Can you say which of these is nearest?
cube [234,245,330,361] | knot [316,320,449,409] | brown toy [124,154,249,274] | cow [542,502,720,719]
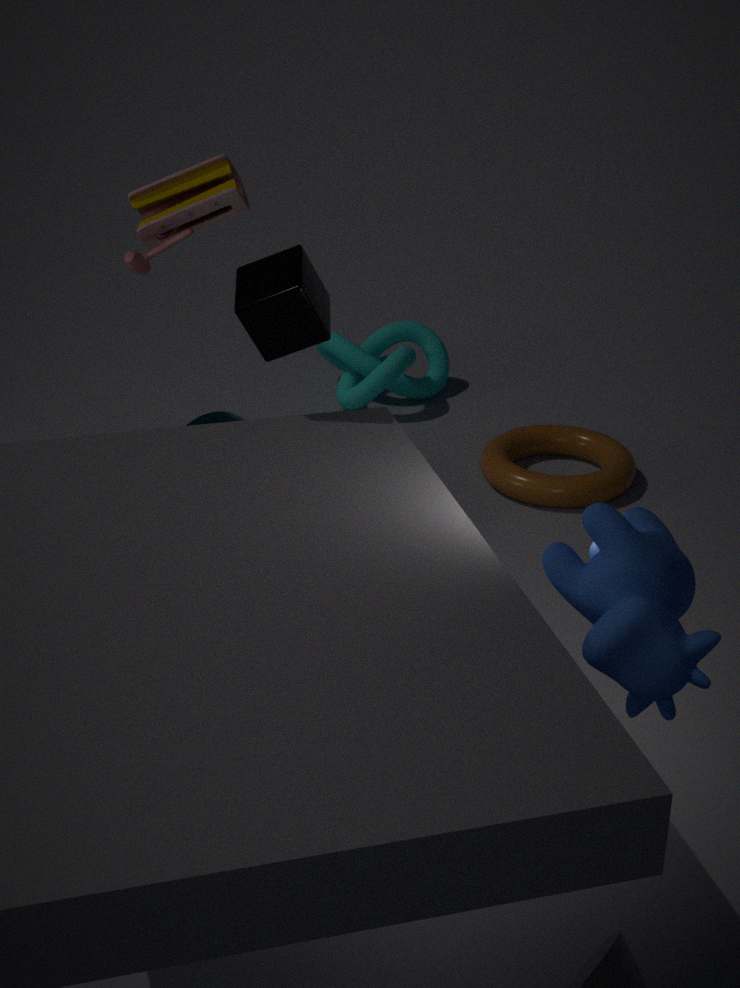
cow [542,502,720,719]
